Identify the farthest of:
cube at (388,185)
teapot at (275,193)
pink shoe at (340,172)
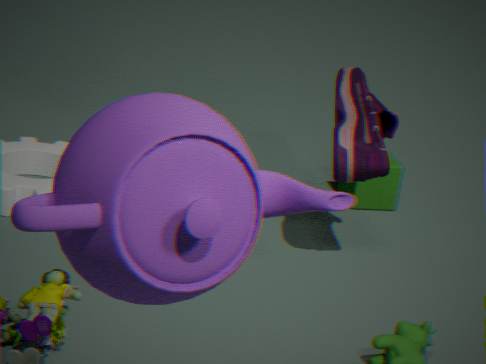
A: cube at (388,185)
